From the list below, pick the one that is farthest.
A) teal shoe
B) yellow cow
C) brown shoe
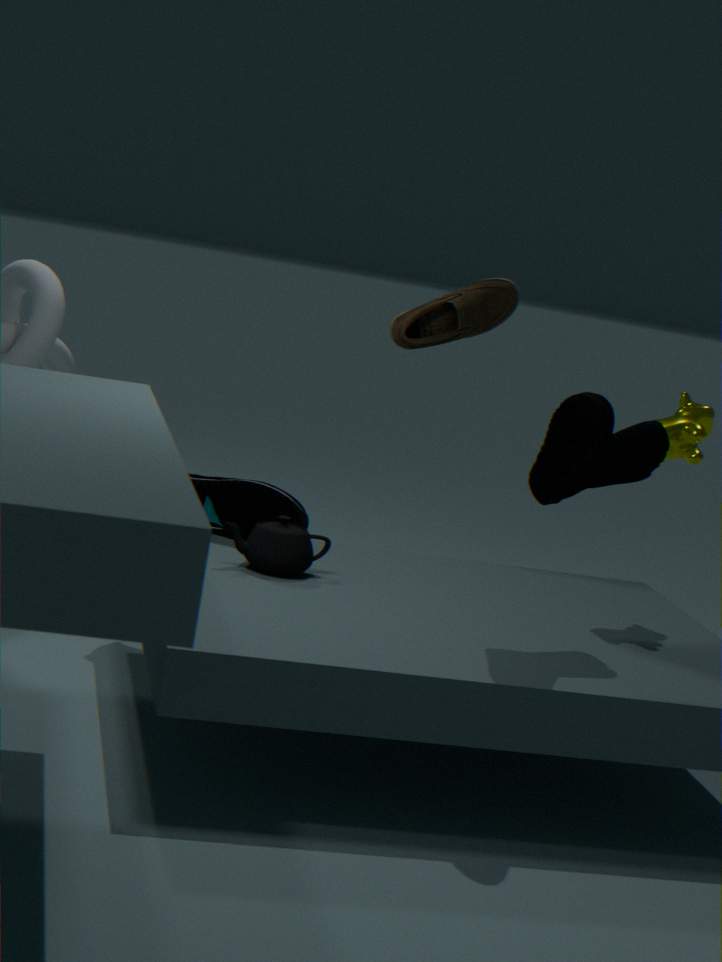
C. brown shoe
